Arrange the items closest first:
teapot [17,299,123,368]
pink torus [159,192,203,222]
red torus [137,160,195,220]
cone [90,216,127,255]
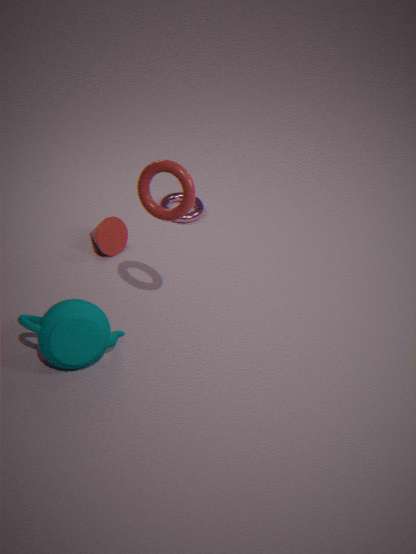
red torus [137,160,195,220], teapot [17,299,123,368], cone [90,216,127,255], pink torus [159,192,203,222]
